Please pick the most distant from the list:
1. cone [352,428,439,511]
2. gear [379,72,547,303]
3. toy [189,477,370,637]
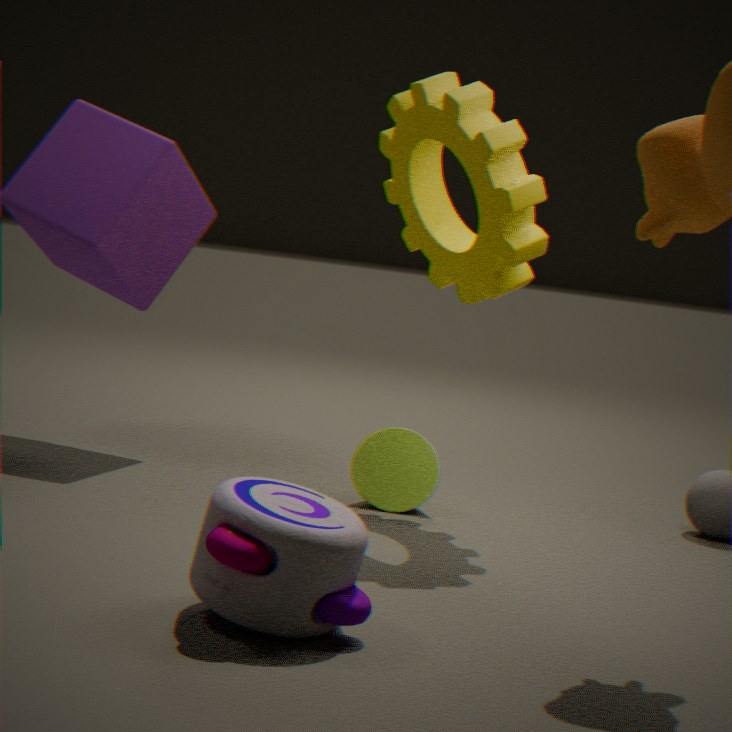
cone [352,428,439,511]
